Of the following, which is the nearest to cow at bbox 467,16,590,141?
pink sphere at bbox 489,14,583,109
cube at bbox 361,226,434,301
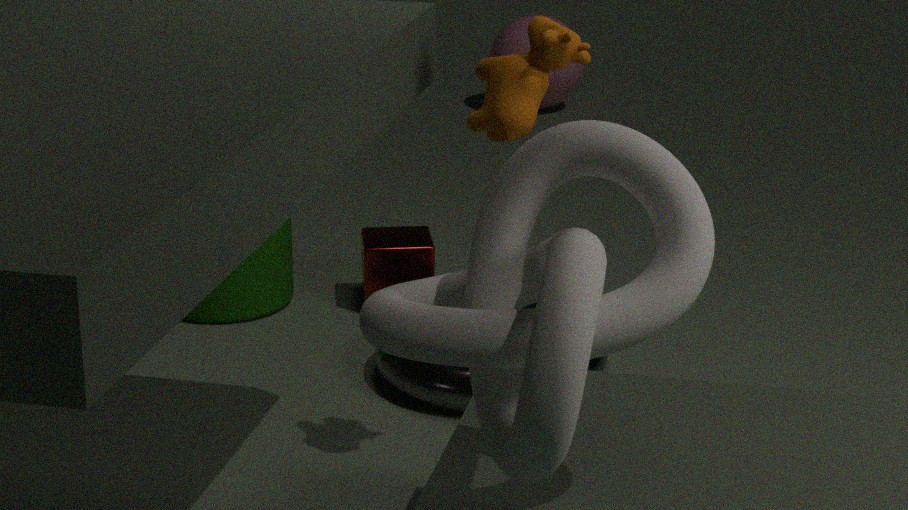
cube at bbox 361,226,434,301
